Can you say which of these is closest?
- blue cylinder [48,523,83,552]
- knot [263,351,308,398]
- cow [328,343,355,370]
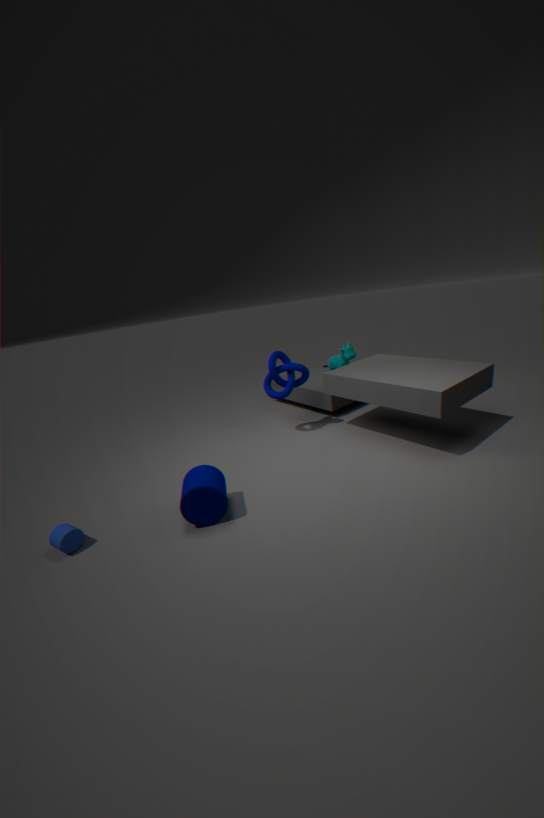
blue cylinder [48,523,83,552]
